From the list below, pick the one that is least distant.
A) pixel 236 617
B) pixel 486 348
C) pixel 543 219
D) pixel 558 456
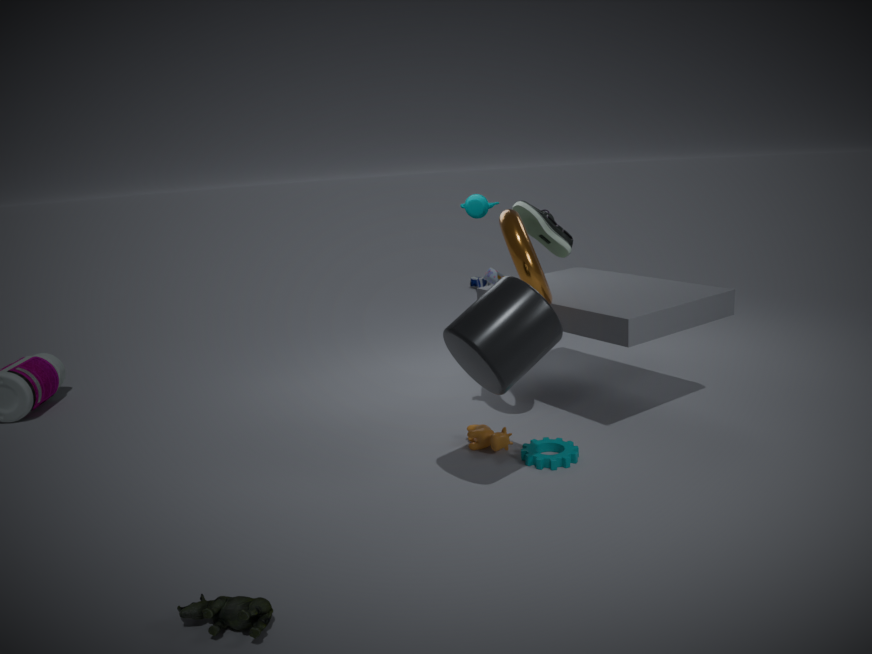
pixel 236 617
